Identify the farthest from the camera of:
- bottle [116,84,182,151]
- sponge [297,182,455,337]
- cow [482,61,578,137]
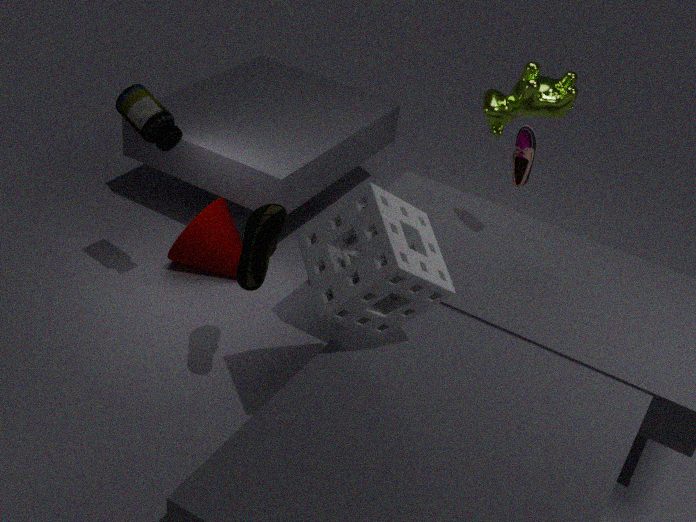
cow [482,61,578,137]
